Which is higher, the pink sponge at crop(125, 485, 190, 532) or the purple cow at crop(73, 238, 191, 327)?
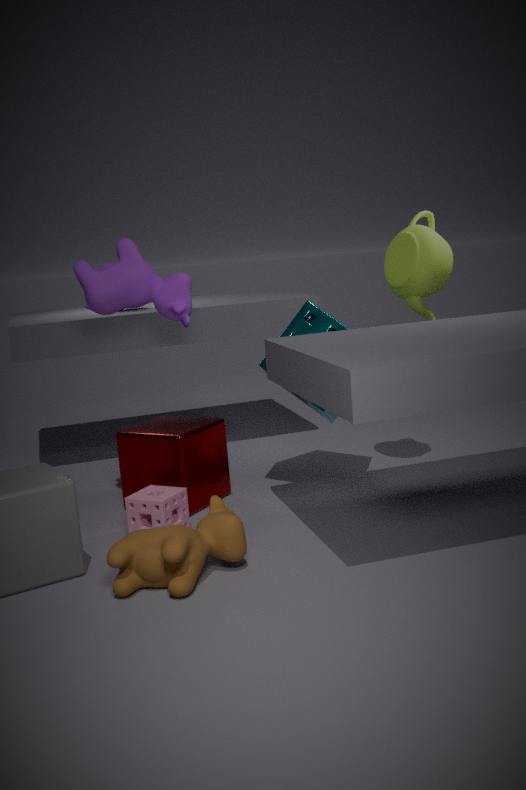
the purple cow at crop(73, 238, 191, 327)
